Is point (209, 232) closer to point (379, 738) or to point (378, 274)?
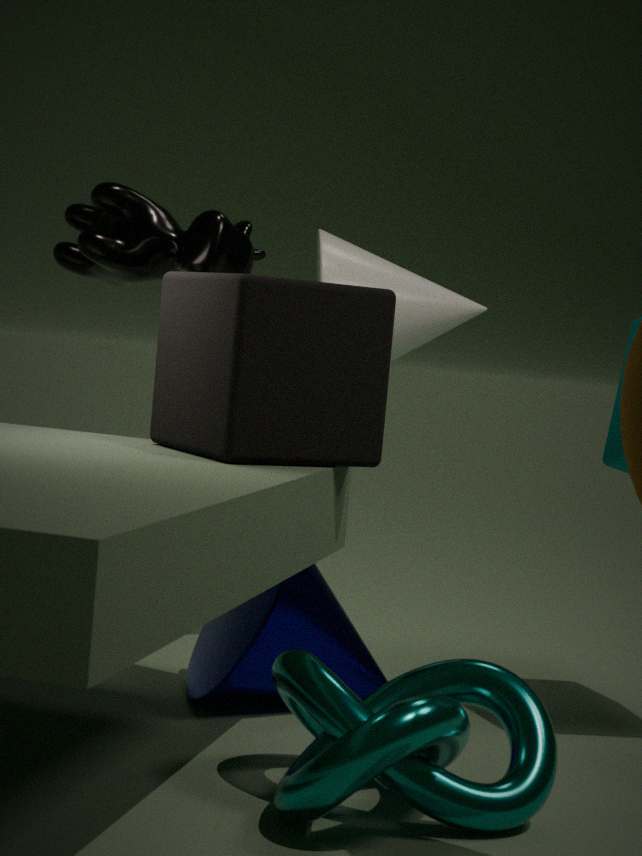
point (378, 274)
